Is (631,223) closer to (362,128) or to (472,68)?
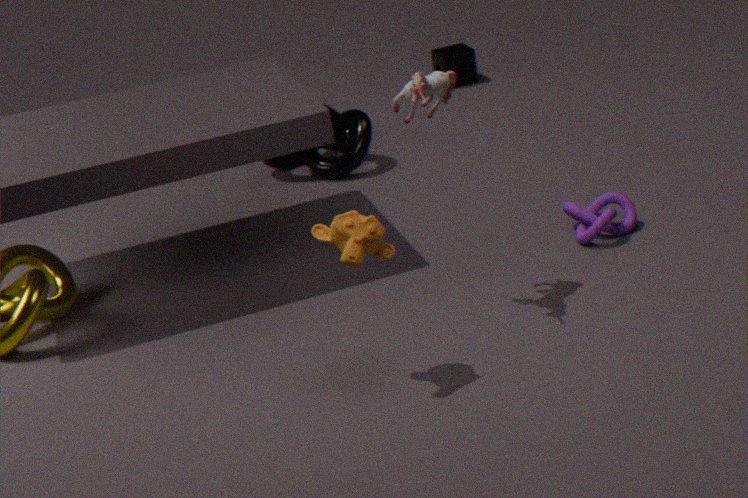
(362,128)
